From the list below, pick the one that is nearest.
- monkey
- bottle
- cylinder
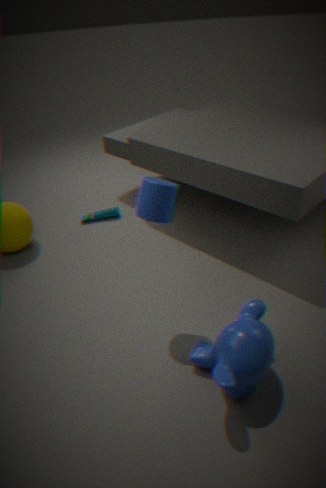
monkey
